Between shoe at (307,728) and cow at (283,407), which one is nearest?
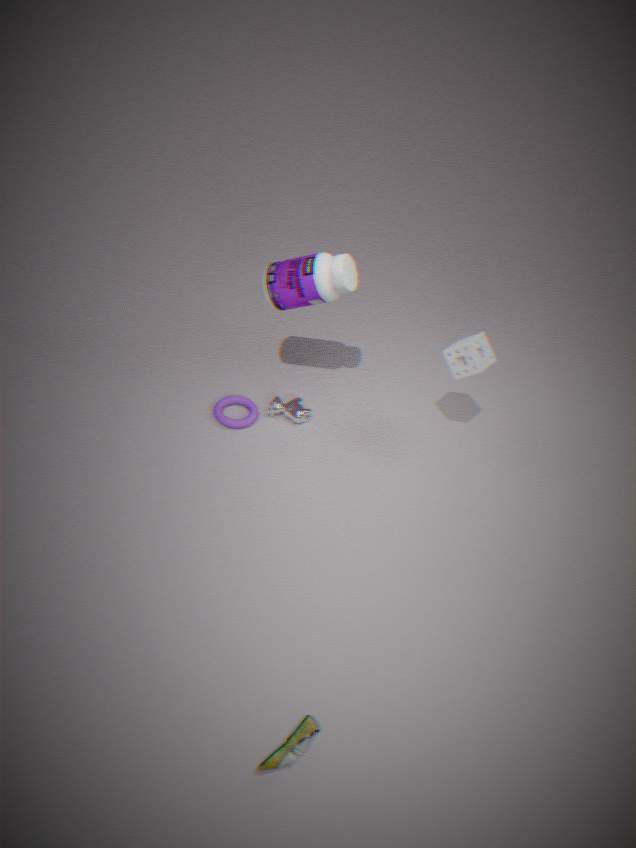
shoe at (307,728)
